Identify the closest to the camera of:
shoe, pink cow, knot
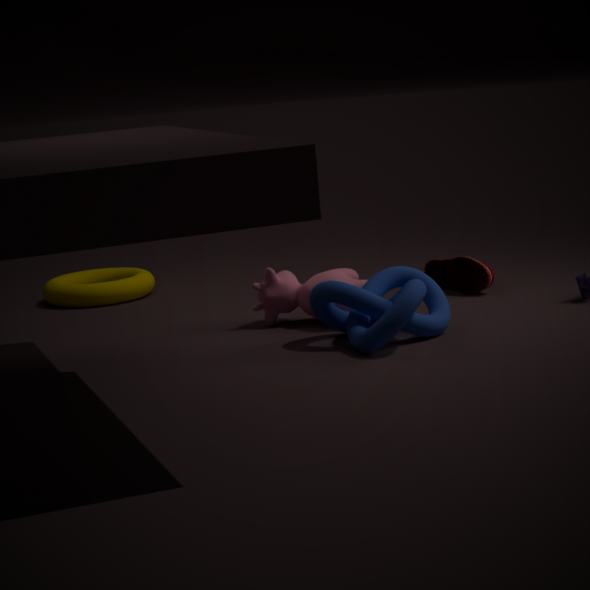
knot
